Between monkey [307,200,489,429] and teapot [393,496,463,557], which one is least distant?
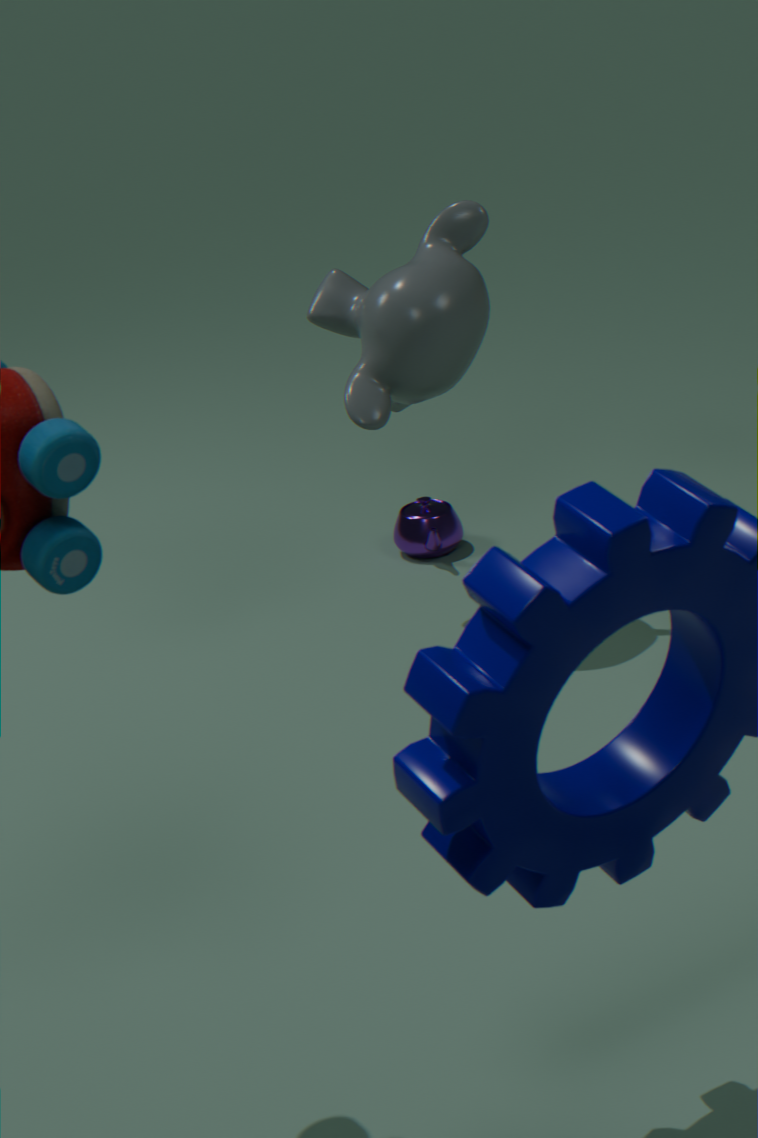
monkey [307,200,489,429]
